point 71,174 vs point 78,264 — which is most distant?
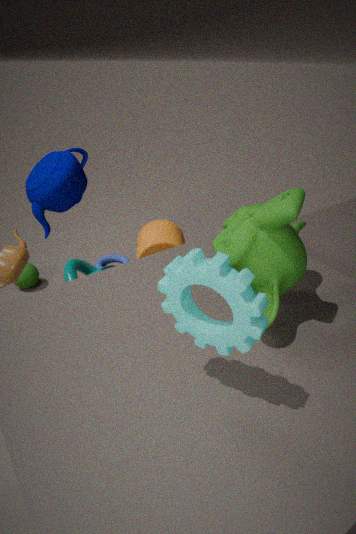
point 78,264
